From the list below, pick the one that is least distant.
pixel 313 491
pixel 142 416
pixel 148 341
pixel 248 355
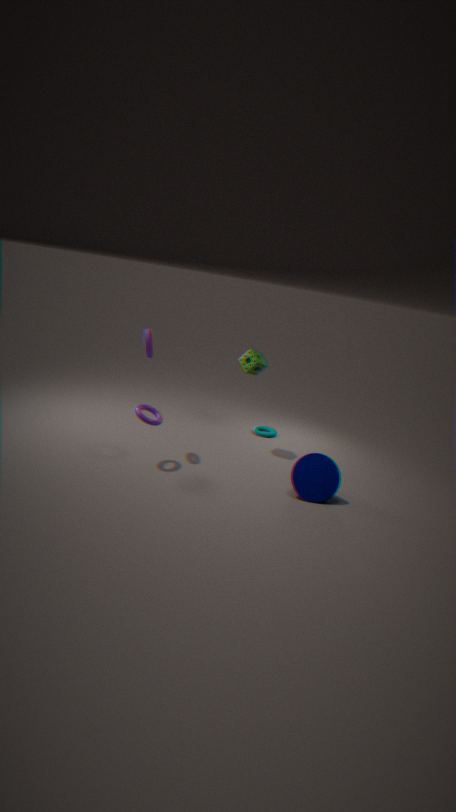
pixel 142 416
